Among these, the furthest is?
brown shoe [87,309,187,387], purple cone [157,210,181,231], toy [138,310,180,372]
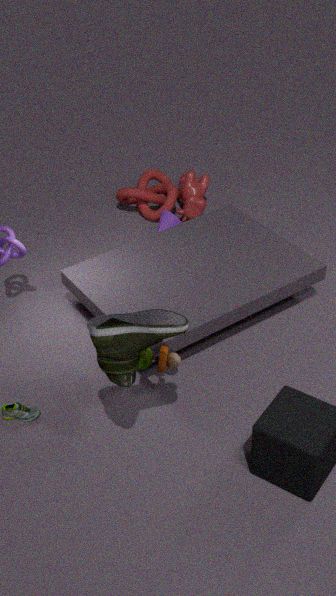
purple cone [157,210,181,231]
